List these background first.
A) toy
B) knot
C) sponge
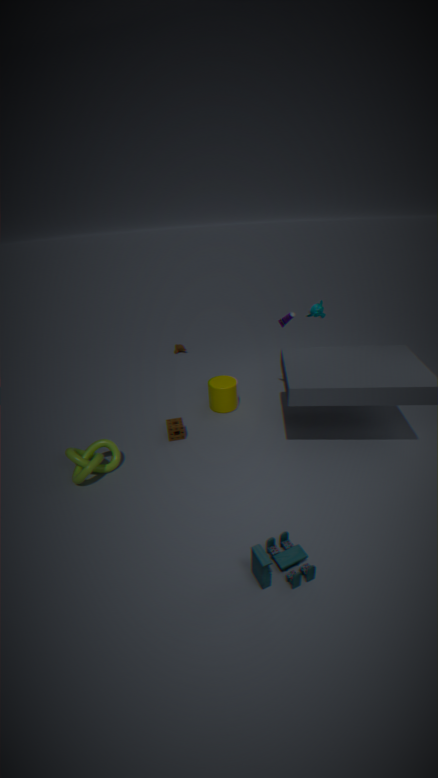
sponge → knot → toy
